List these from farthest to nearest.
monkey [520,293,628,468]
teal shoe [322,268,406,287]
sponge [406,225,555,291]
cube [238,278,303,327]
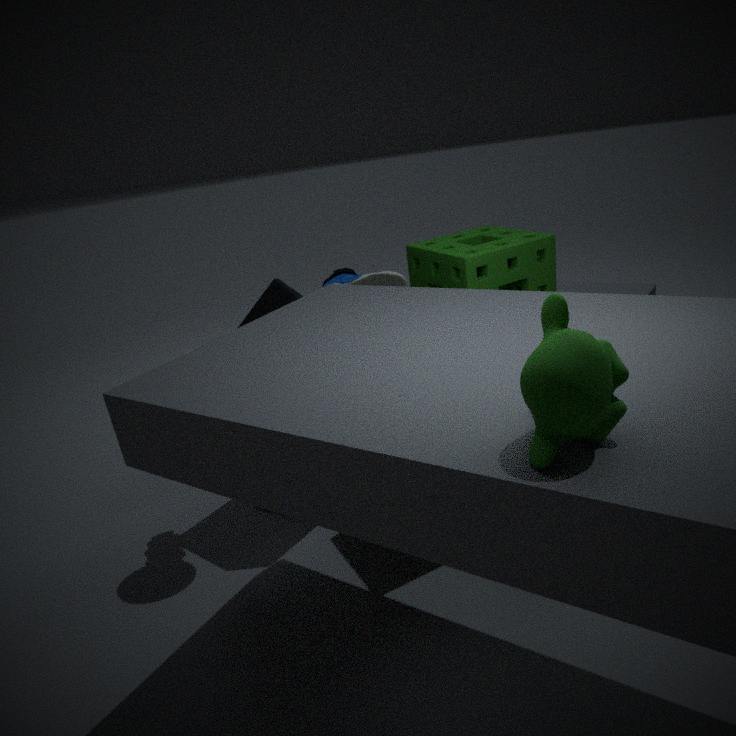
1. teal shoe [322,268,406,287]
2. cube [238,278,303,327]
3. sponge [406,225,555,291]
4. monkey [520,293,628,468]
